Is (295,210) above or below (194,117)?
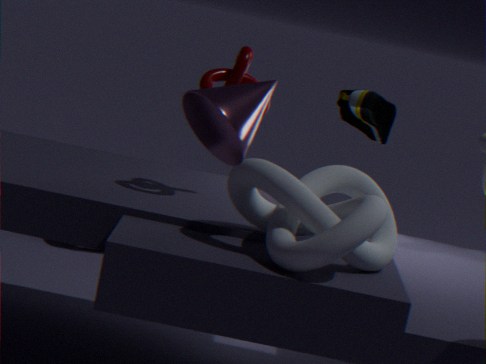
below
